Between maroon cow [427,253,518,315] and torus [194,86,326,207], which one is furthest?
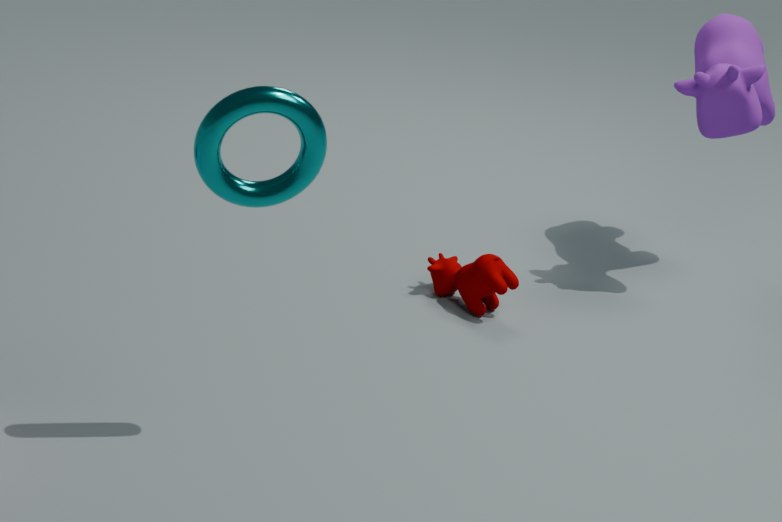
maroon cow [427,253,518,315]
